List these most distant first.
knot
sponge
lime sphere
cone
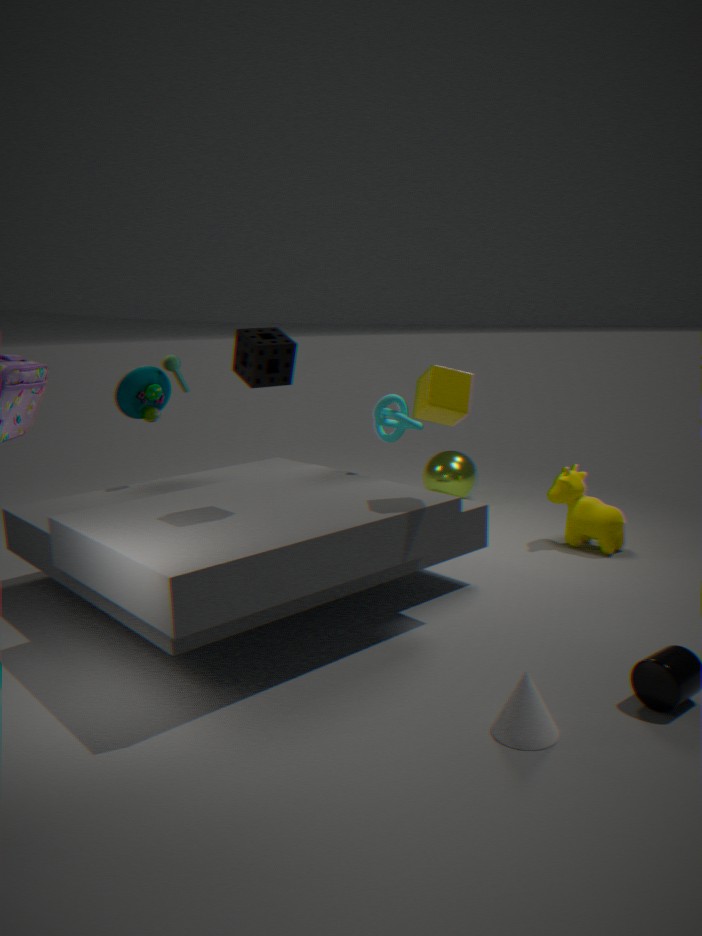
lime sphere < knot < sponge < cone
